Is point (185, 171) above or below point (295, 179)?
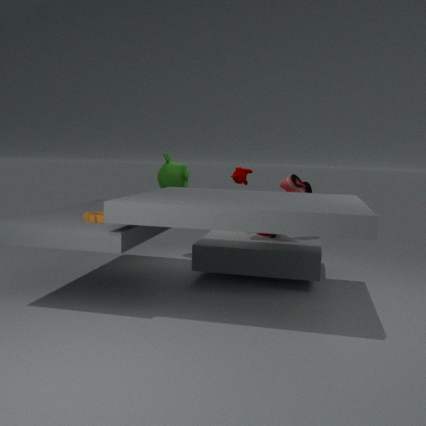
above
